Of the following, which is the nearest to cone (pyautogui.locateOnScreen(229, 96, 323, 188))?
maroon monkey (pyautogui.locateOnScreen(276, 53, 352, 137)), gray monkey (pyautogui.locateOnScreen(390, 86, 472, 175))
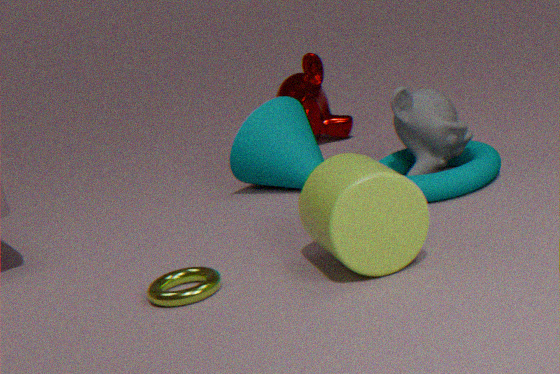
maroon monkey (pyautogui.locateOnScreen(276, 53, 352, 137))
